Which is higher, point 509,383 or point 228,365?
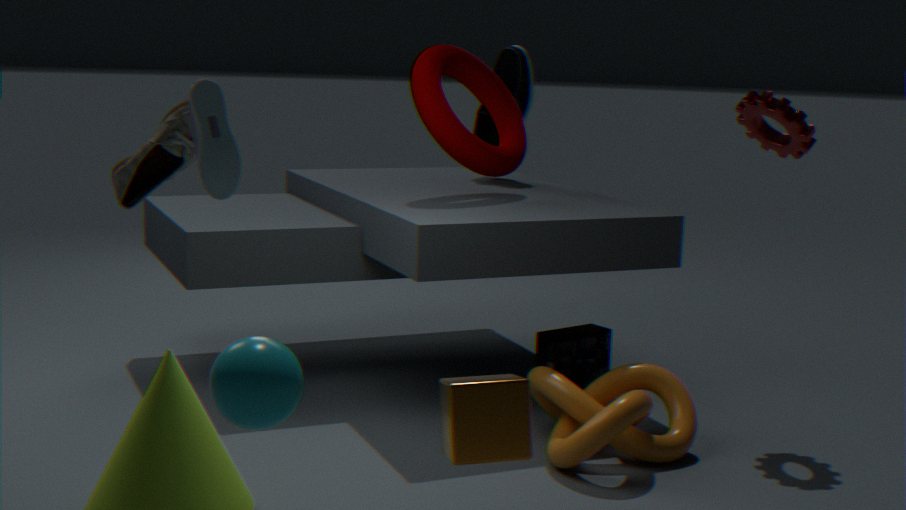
point 228,365
